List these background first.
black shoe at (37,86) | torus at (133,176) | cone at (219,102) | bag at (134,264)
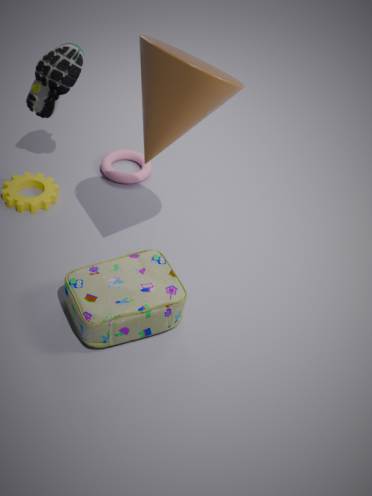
torus at (133,176) → black shoe at (37,86) → bag at (134,264) → cone at (219,102)
